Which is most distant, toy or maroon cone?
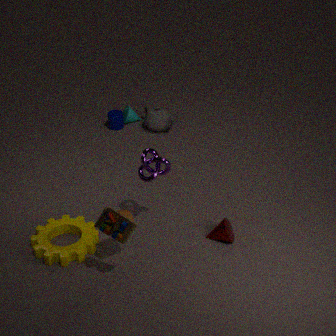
maroon cone
